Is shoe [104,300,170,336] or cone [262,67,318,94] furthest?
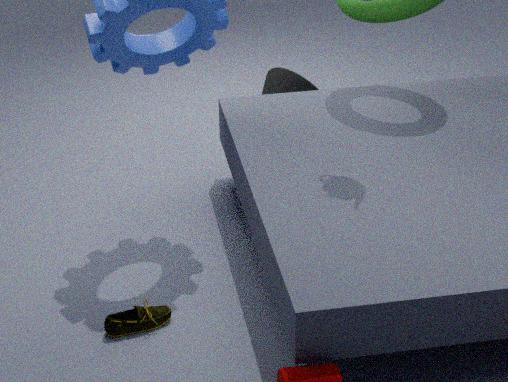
cone [262,67,318,94]
